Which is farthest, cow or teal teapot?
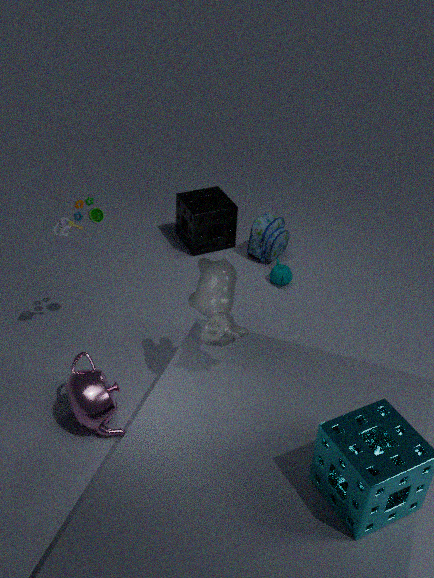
teal teapot
